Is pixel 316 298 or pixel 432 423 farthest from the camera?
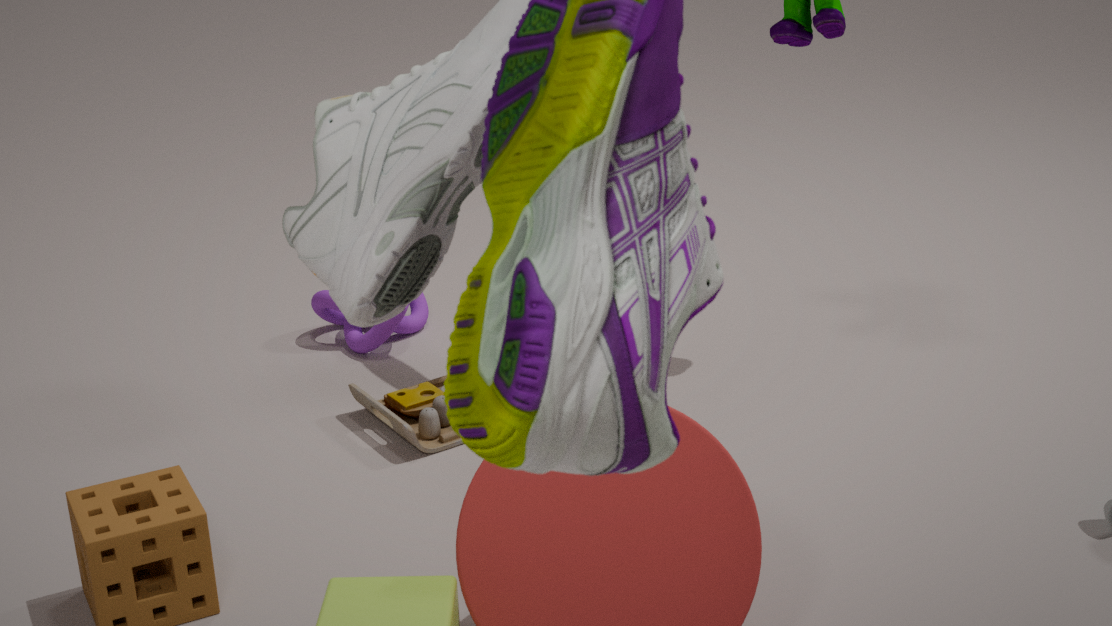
pixel 316 298
